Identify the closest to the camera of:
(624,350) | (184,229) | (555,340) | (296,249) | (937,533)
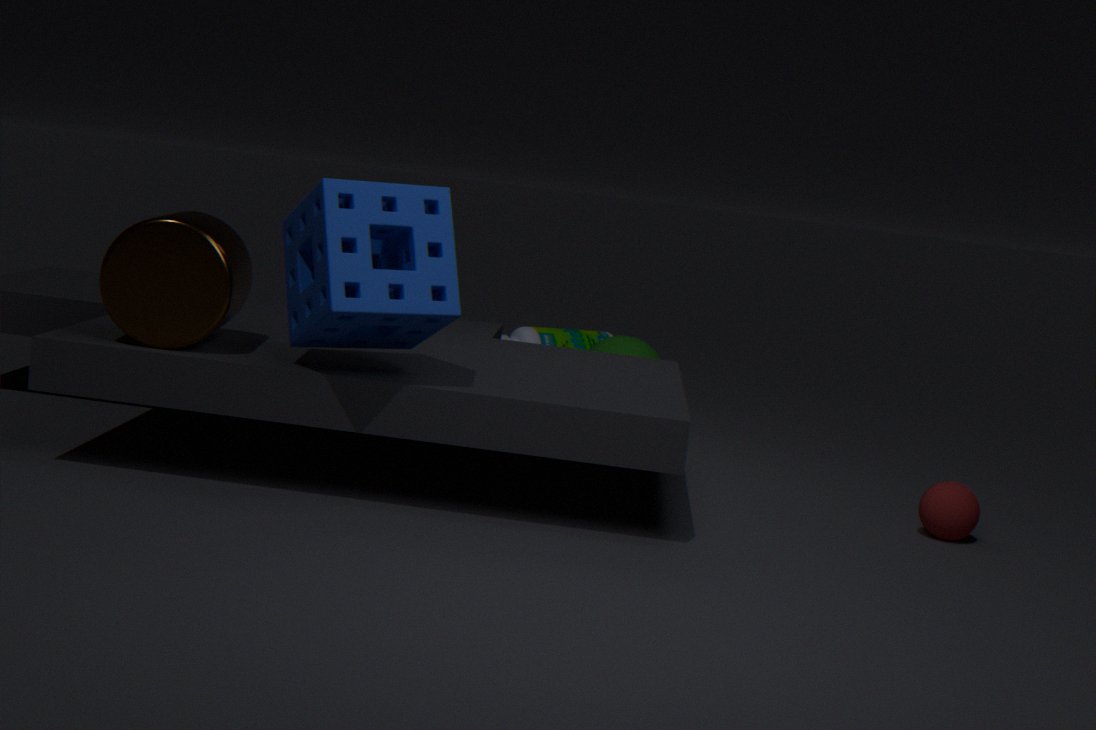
(184,229)
